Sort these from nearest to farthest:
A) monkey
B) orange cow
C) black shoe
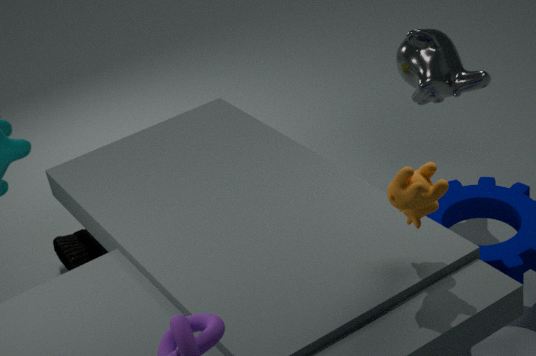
orange cow → monkey → black shoe
